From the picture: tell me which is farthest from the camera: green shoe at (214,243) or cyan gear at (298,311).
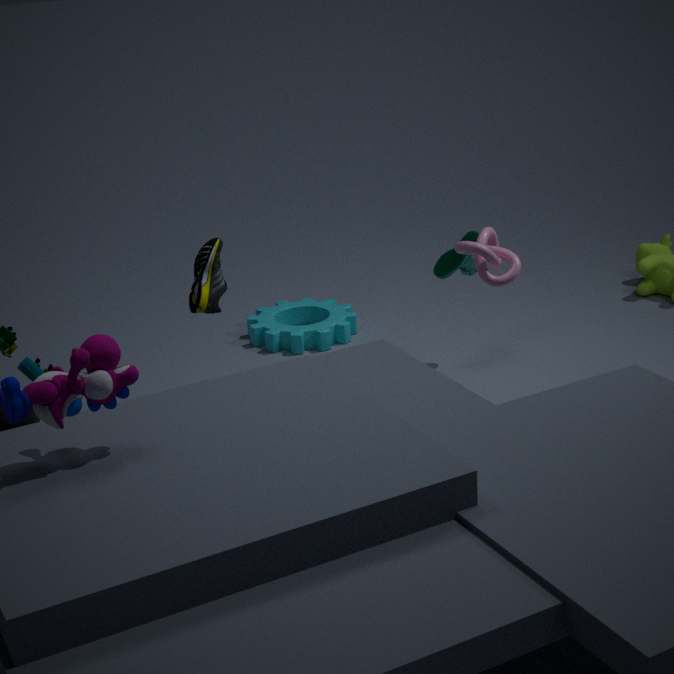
cyan gear at (298,311)
